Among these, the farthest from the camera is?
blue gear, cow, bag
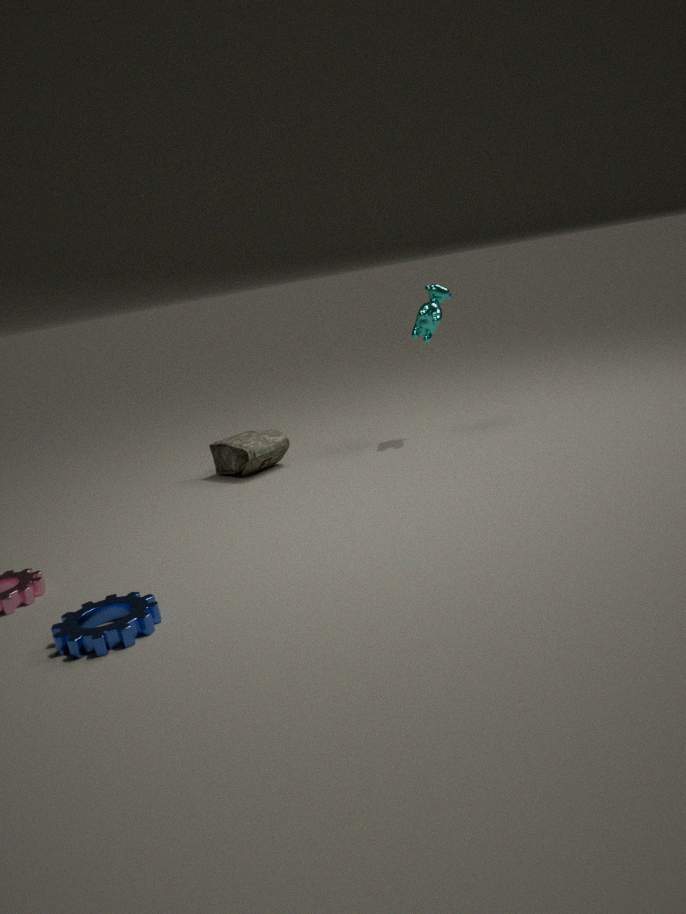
cow
